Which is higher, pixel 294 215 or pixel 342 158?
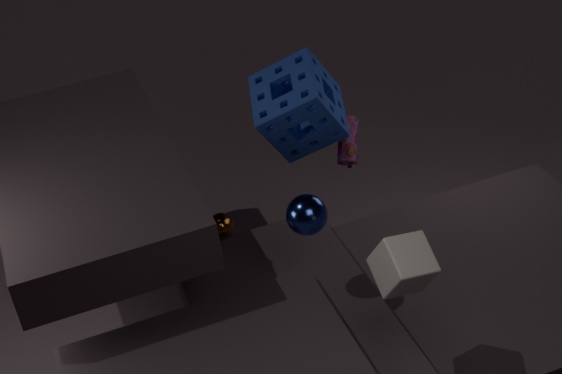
pixel 294 215
